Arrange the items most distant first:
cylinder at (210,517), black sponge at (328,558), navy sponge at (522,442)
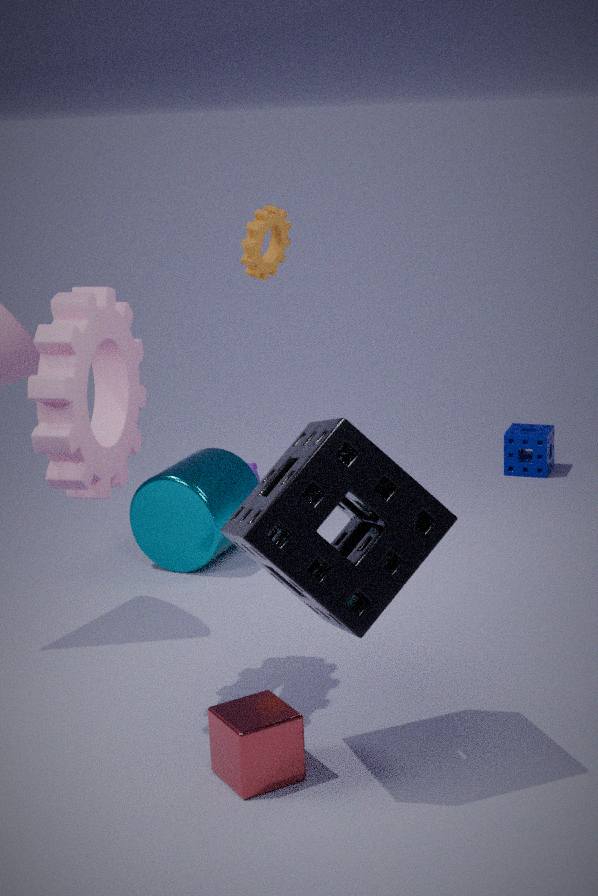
navy sponge at (522,442), cylinder at (210,517), black sponge at (328,558)
